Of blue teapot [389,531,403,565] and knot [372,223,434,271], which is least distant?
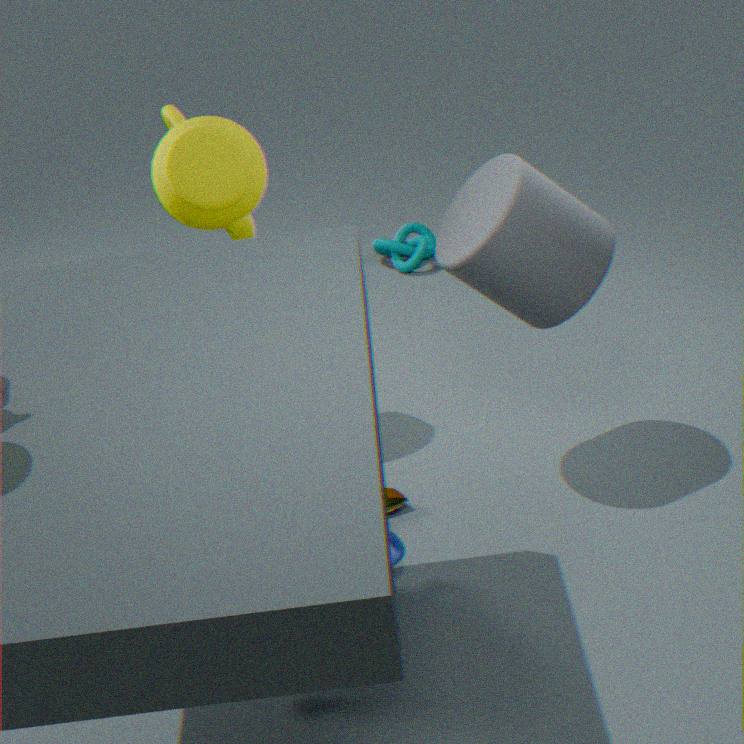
blue teapot [389,531,403,565]
